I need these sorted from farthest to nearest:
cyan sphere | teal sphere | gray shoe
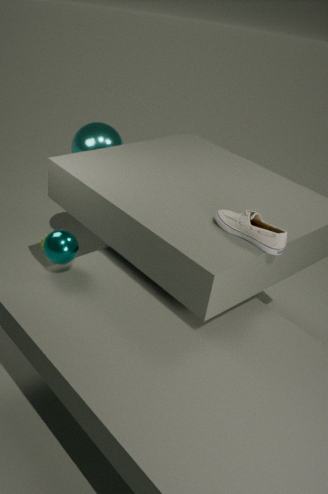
cyan sphere < teal sphere < gray shoe
